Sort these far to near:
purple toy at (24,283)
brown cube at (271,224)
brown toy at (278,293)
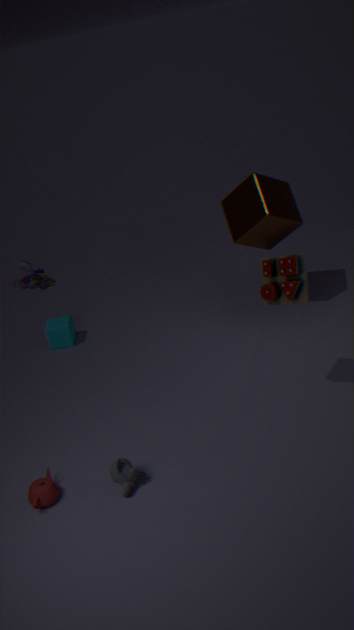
purple toy at (24,283) < brown cube at (271,224) < brown toy at (278,293)
